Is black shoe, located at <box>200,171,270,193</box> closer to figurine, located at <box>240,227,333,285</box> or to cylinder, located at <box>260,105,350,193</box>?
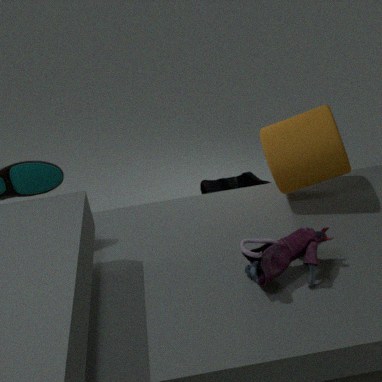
cylinder, located at <box>260,105,350,193</box>
